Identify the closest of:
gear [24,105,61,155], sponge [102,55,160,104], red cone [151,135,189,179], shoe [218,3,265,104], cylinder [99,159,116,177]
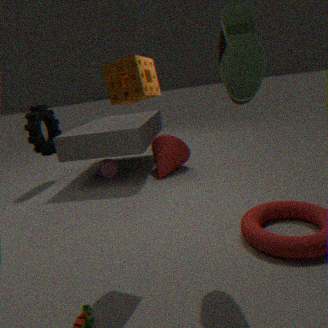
shoe [218,3,265,104]
